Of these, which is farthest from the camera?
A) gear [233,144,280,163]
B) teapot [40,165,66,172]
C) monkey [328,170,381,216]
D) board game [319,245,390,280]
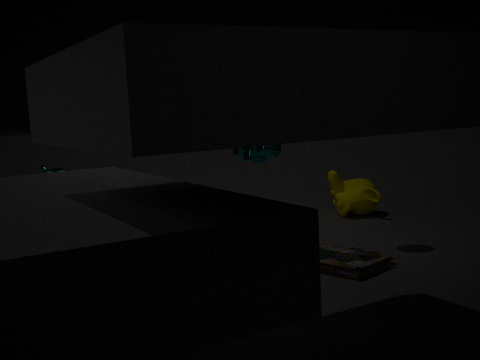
monkey [328,170,381,216]
